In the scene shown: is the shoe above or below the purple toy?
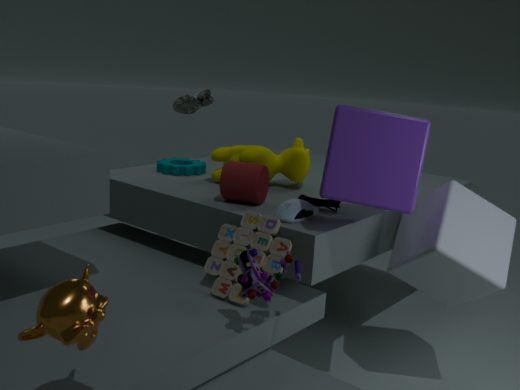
above
